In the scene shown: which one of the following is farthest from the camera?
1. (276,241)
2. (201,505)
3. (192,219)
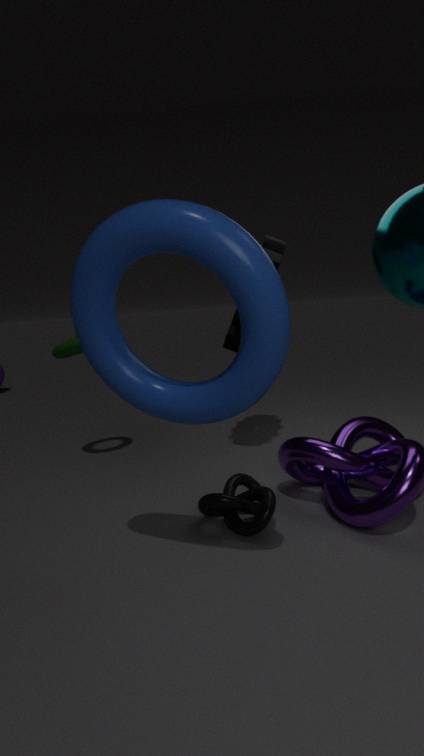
(276,241)
